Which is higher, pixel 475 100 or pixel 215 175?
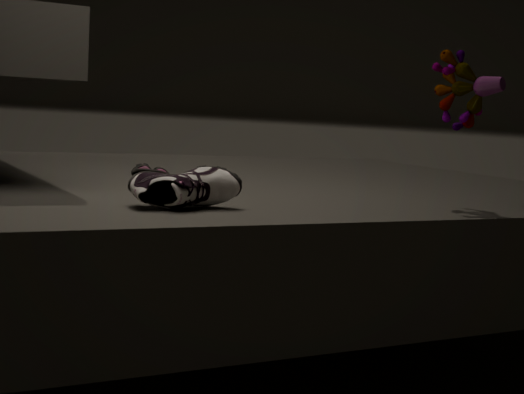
pixel 475 100
